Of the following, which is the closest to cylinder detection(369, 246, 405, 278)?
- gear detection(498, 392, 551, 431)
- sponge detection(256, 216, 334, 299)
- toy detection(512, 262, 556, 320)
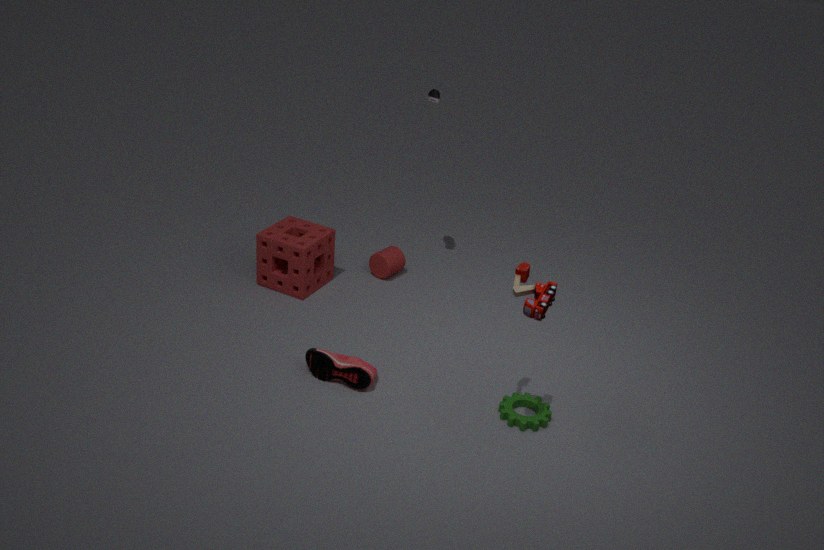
sponge detection(256, 216, 334, 299)
